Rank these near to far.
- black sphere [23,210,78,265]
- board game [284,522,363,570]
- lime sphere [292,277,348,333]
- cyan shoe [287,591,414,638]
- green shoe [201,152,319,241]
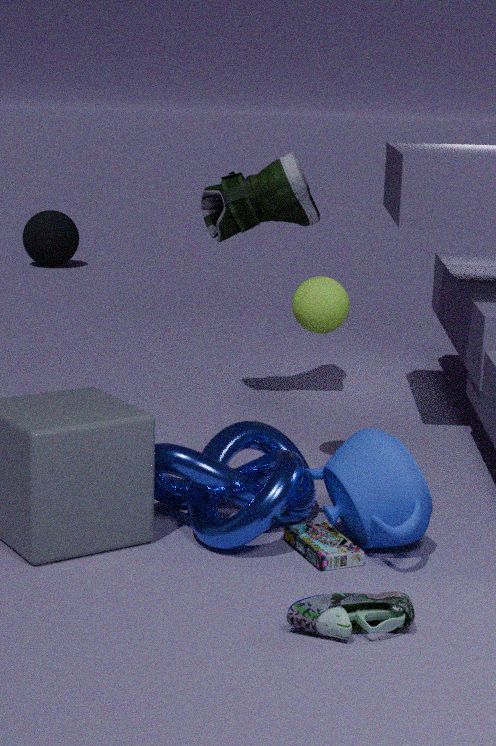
cyan shoe [287,591,414,638], board game [284,522,363,570], lime sphere [292,277,348,333], green shoe [201,152,319,241], black sphere [23,210,78,265]
